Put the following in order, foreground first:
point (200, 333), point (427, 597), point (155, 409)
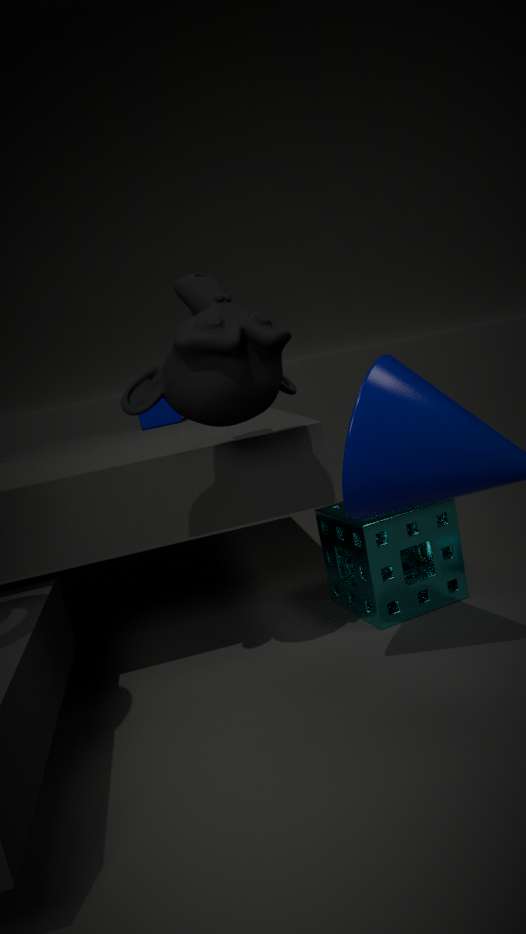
point (200, 333), point (427, 597), point (155, 409)
